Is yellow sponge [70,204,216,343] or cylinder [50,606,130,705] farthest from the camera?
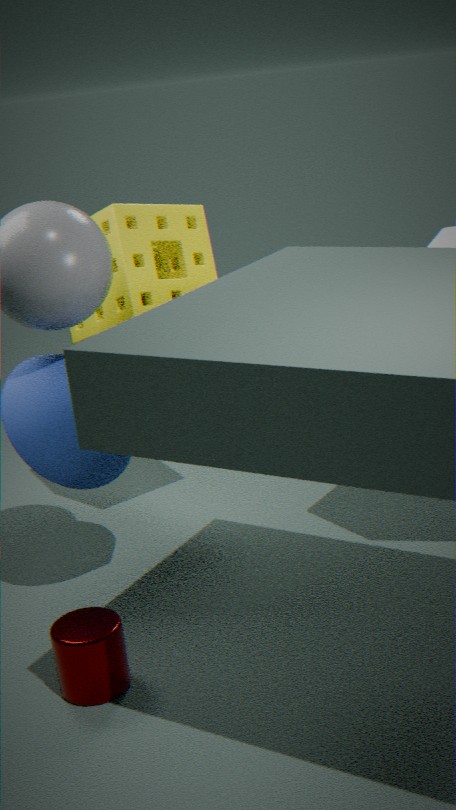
yellow sponge [70,204,216,343]
